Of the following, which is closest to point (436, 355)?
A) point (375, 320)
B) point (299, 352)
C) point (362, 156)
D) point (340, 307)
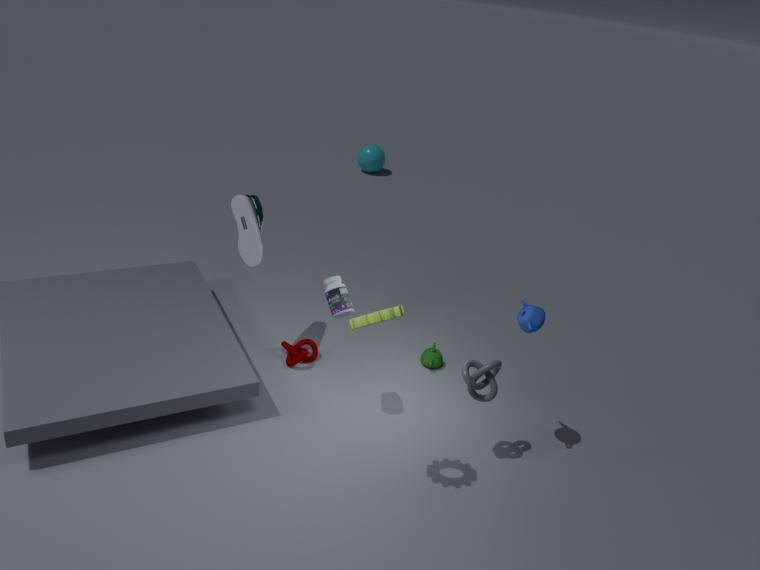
point (299, 352)
